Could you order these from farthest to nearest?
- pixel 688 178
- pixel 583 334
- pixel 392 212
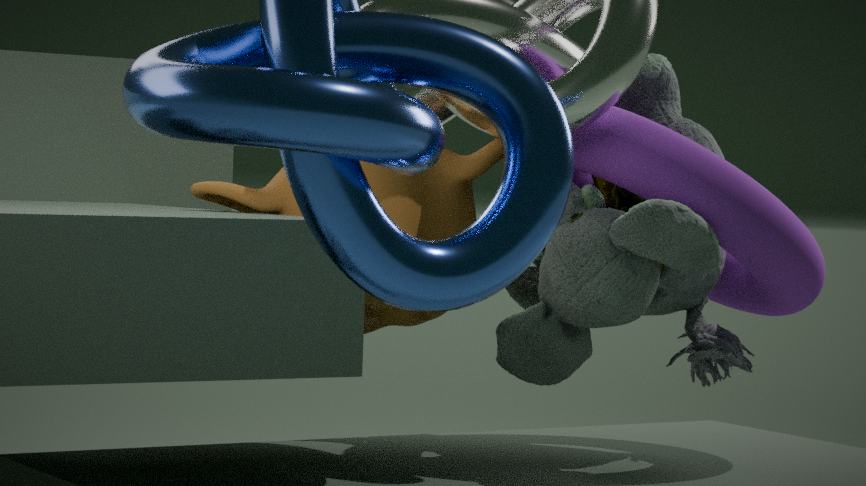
1. pixel 583 334
2. pixel 688 178
3. pixel 392 212
